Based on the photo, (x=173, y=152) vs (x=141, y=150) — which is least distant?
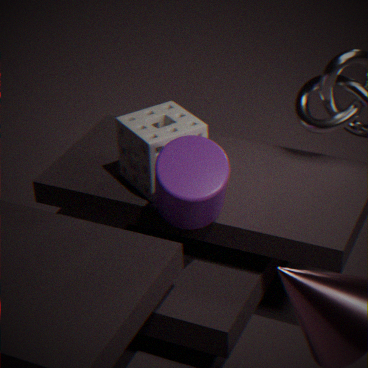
(x=173, y=152)
